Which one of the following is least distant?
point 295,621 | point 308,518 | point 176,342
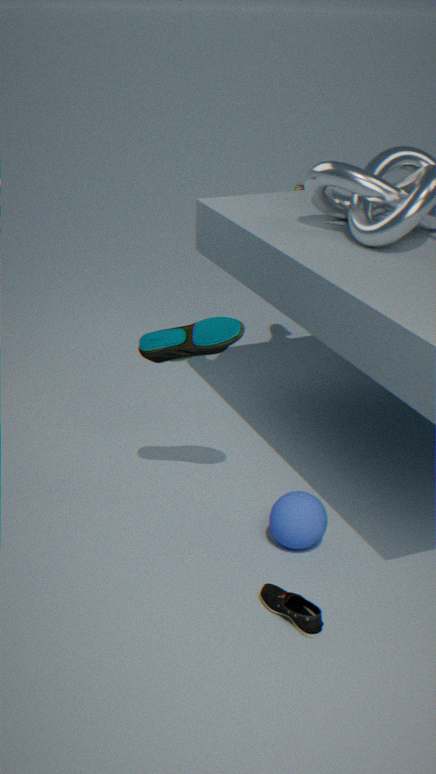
point 295,621
